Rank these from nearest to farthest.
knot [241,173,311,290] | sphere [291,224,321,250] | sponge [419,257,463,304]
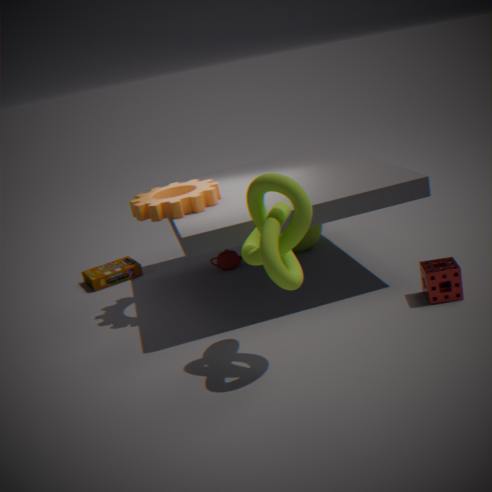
knot [241,173,311,290] < sponge [419,257,463,304] < sphere [291,224,321,250]
